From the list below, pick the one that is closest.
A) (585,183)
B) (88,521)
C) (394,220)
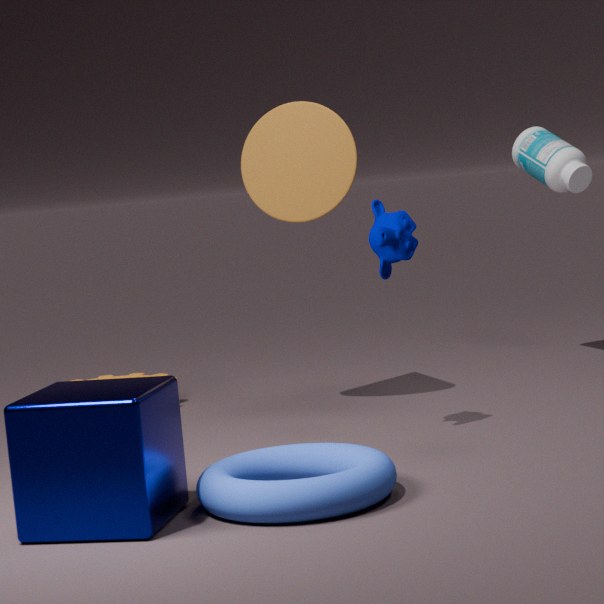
(88,521)
